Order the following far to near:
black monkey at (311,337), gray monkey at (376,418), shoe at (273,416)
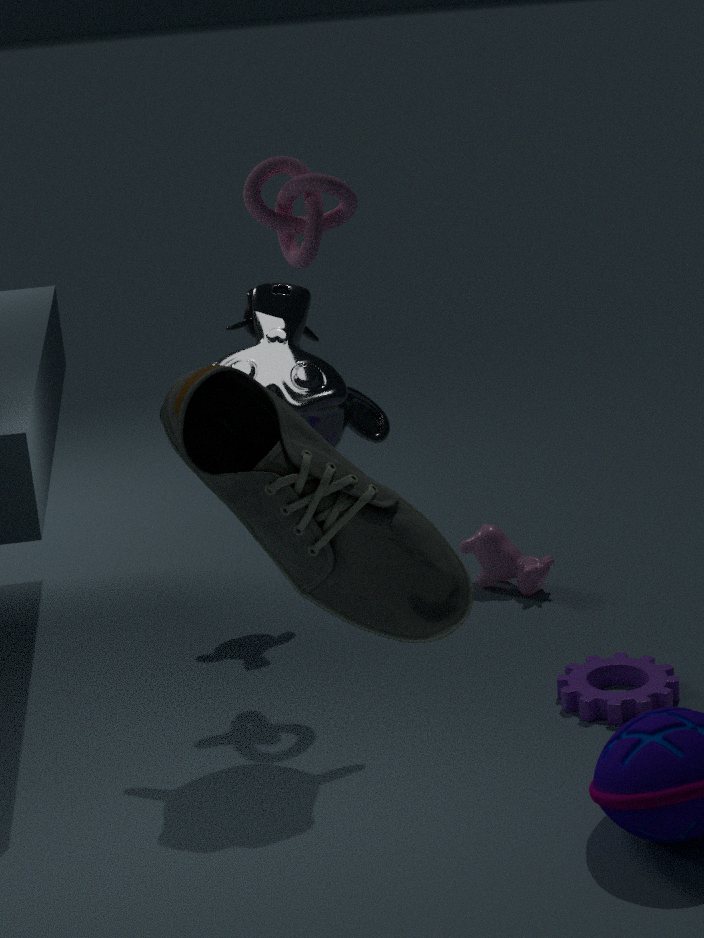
1. black monkey at (311,337)
2. gray monkey at (376,418)
3. shoe at (273,416)
